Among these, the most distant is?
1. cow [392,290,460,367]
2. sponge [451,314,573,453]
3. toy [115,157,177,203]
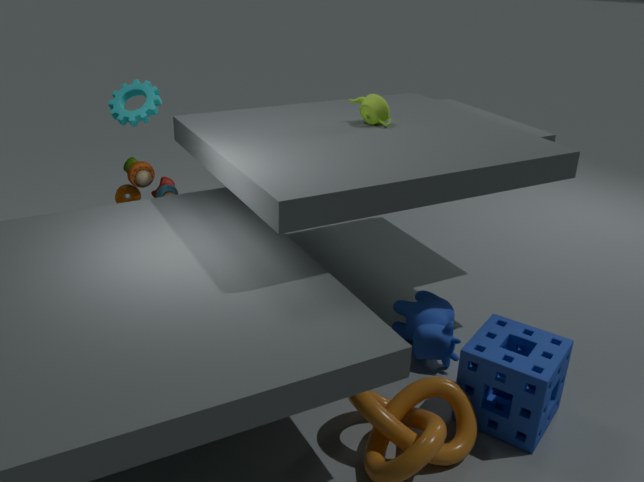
toy [115,157,177,203]
